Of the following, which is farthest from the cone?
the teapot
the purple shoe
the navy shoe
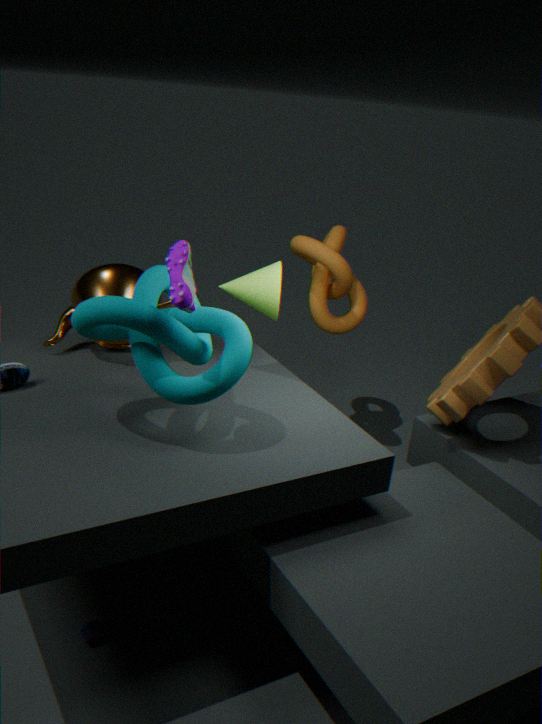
the navy shoe
